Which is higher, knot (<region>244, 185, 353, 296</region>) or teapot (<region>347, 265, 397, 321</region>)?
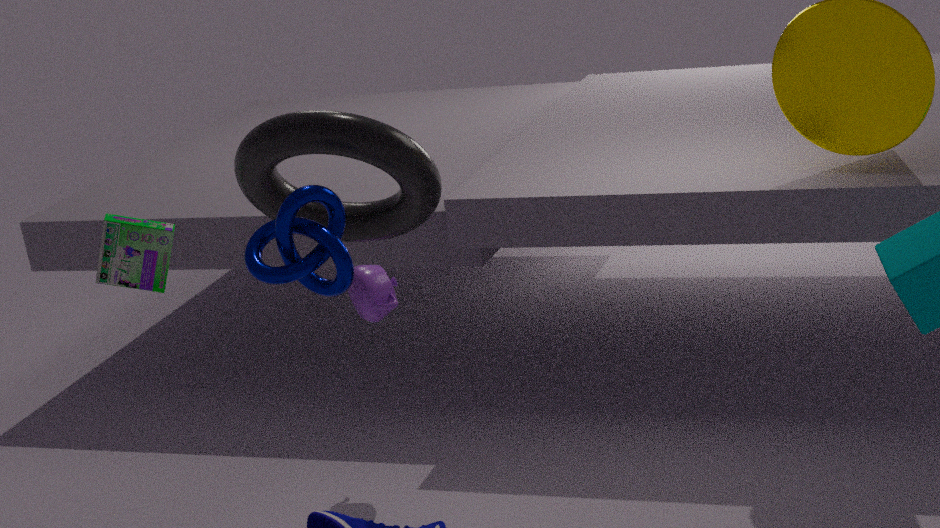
knot (<region>244, 185, 353, 296</region>)
